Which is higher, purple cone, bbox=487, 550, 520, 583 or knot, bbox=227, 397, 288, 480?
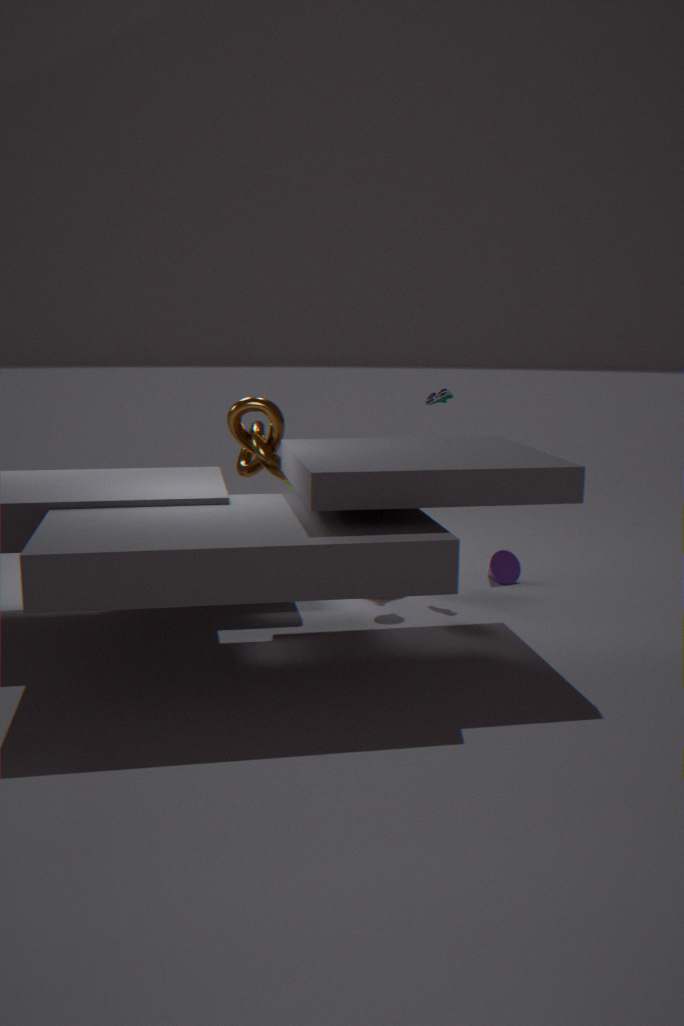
knot, bbox=227, 397, 288, 480
